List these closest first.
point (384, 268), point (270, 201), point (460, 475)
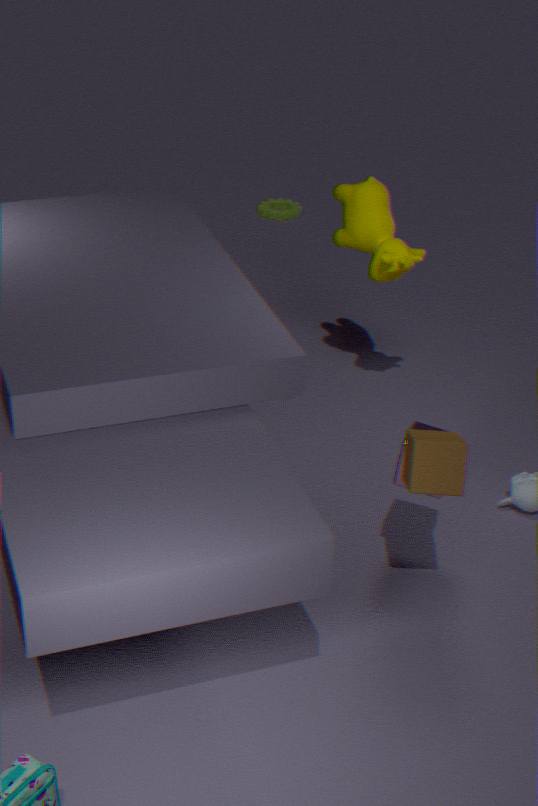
1. point (460, 475)
2. point (384, 268)
3. point (270, 201)
